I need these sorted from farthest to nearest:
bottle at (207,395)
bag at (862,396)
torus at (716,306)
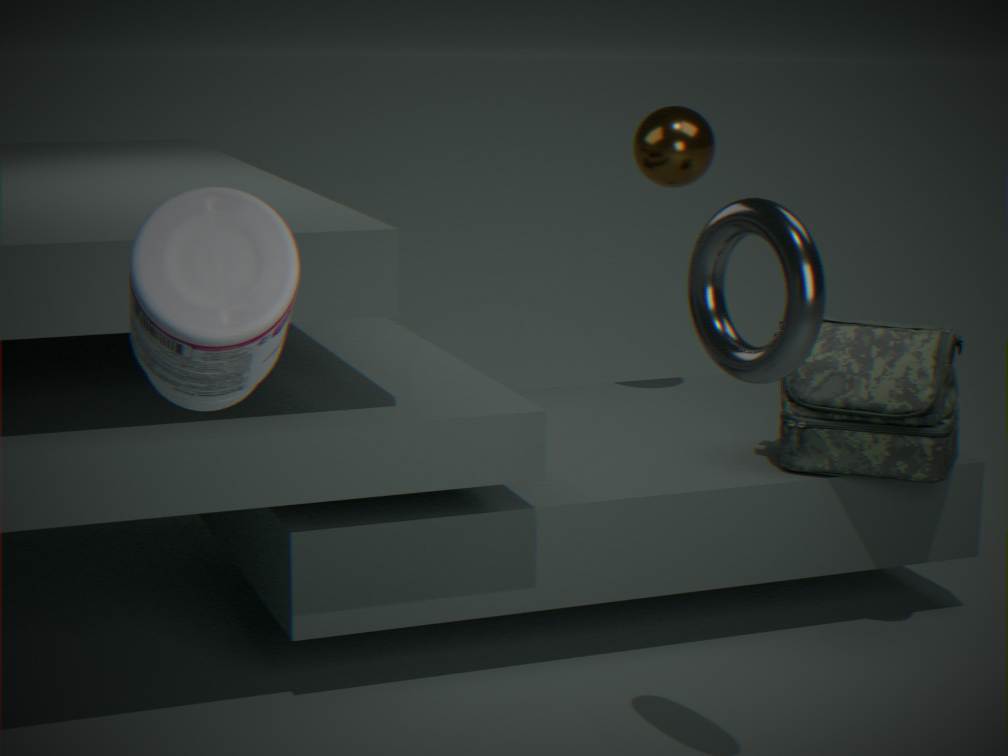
bag at (862,396) → torus at (716,306) → bottle at (207,395)
